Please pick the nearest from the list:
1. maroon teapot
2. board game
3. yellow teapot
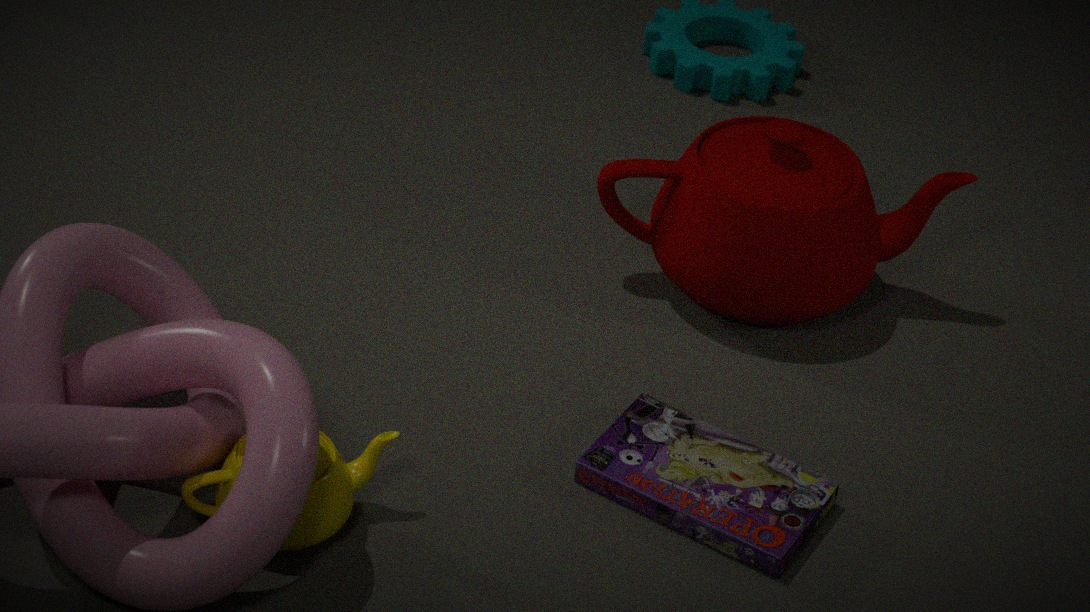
yellow teapot
